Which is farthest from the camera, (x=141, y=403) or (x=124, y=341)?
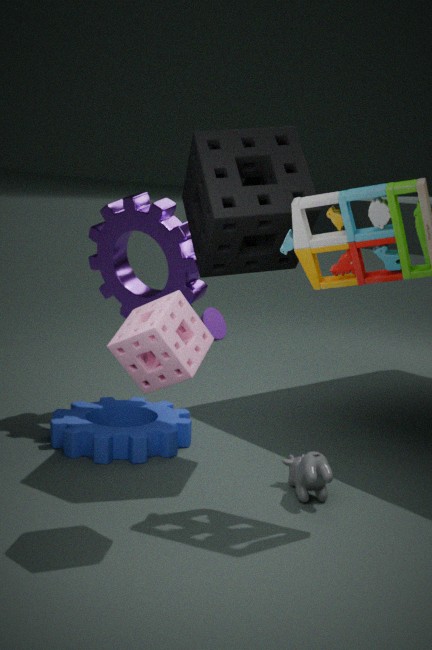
(x=141, y=403)
